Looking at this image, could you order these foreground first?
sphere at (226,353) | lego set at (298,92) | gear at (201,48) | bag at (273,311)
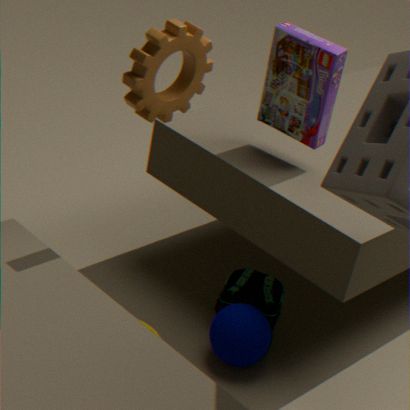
gear at (201,48), lego set at (298,92), sphere at (226,353), bag at (273,311)
